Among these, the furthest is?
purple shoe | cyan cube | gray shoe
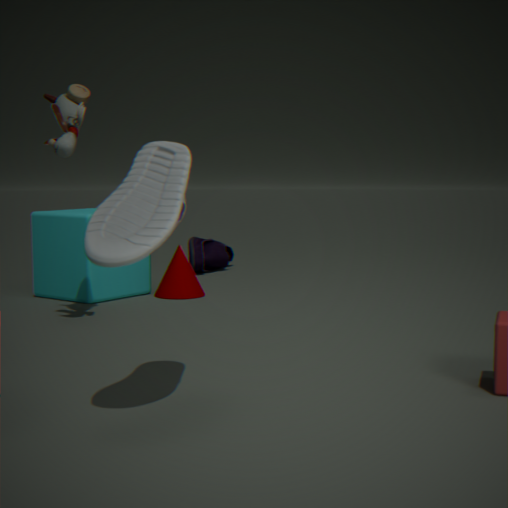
purple shoe
